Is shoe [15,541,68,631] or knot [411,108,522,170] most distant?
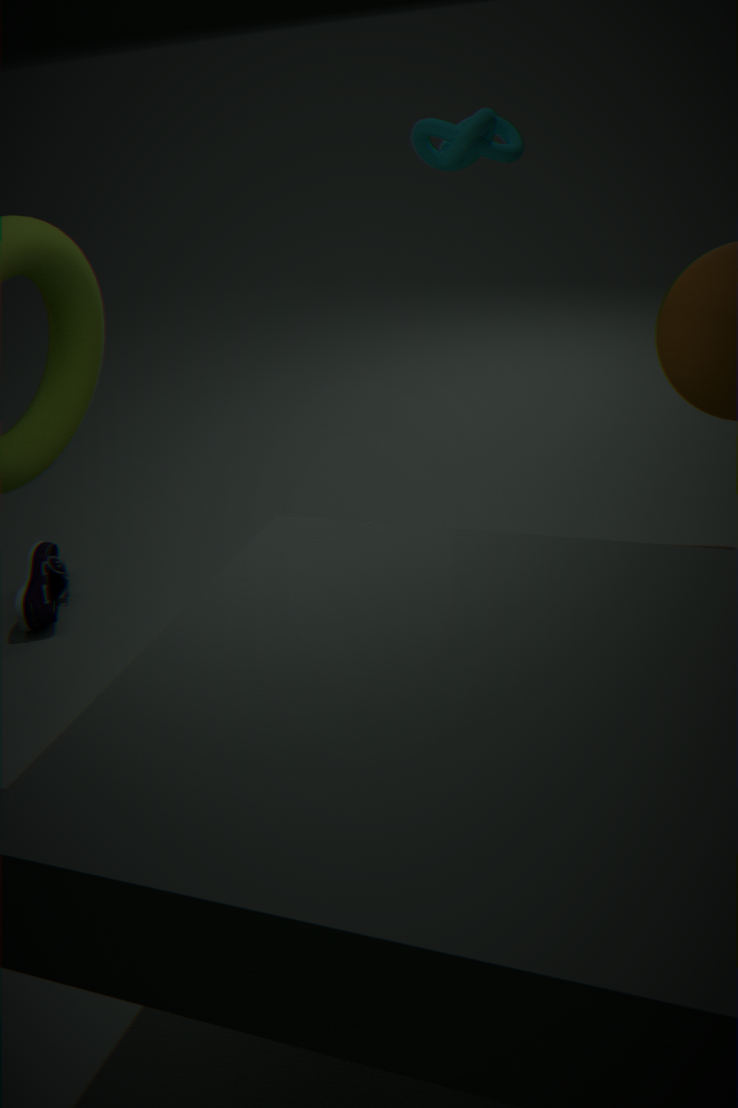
shoe [15,541,68,631]
